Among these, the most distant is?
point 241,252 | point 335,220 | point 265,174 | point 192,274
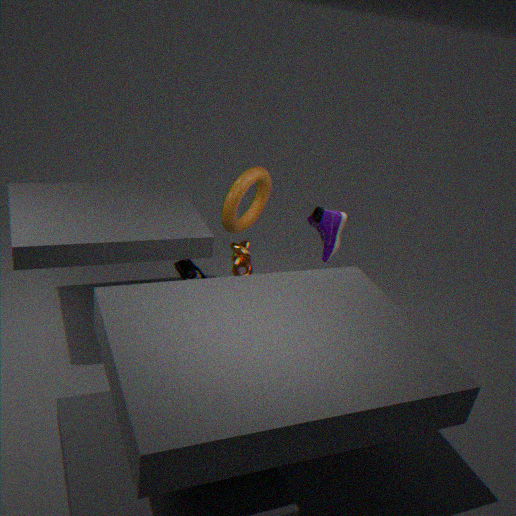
point 265,174
